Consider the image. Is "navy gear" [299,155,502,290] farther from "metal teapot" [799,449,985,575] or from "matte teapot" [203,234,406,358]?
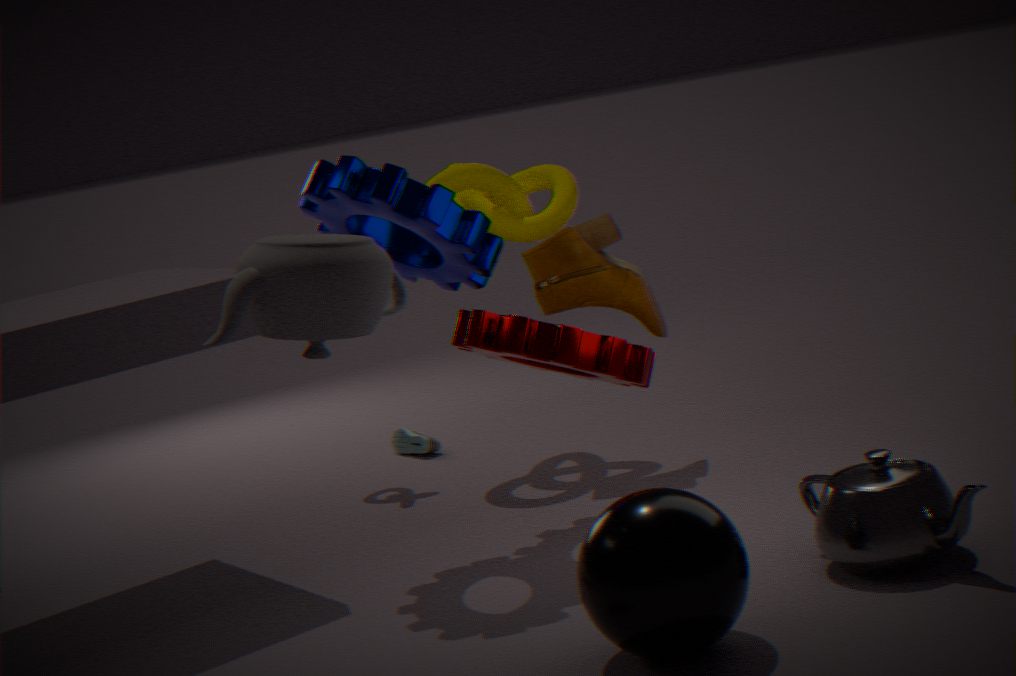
"metal teapot" [799,449,985,575]
